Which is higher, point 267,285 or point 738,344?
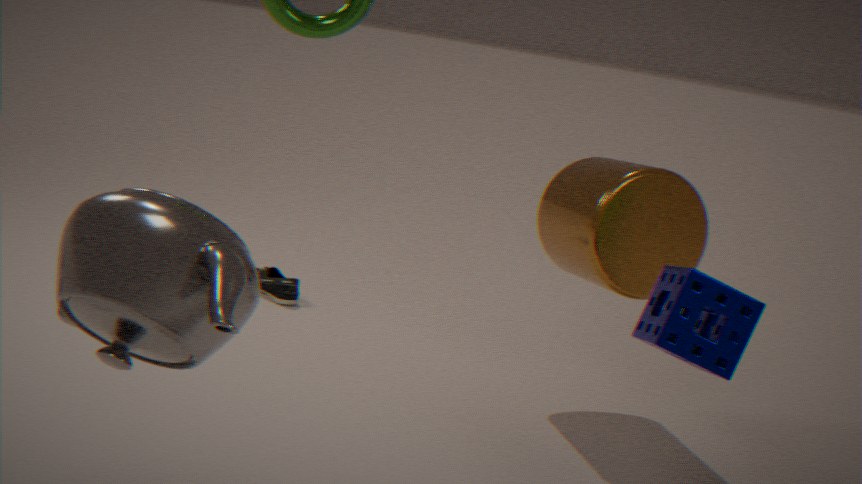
point 738,344
